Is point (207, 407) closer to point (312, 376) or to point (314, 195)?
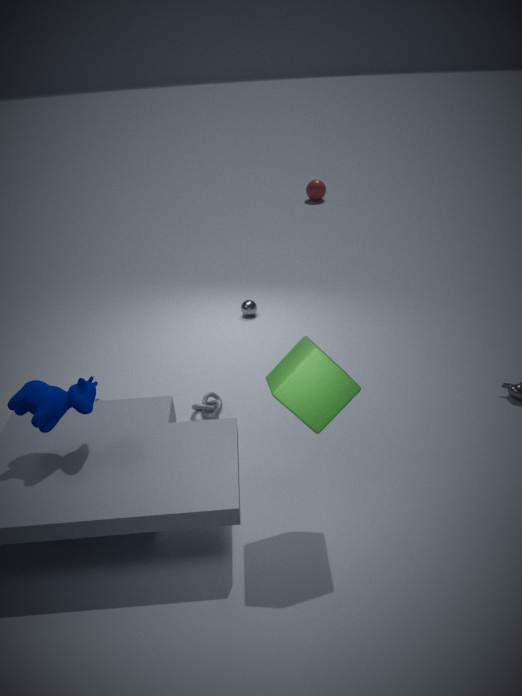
point (312, 376)
